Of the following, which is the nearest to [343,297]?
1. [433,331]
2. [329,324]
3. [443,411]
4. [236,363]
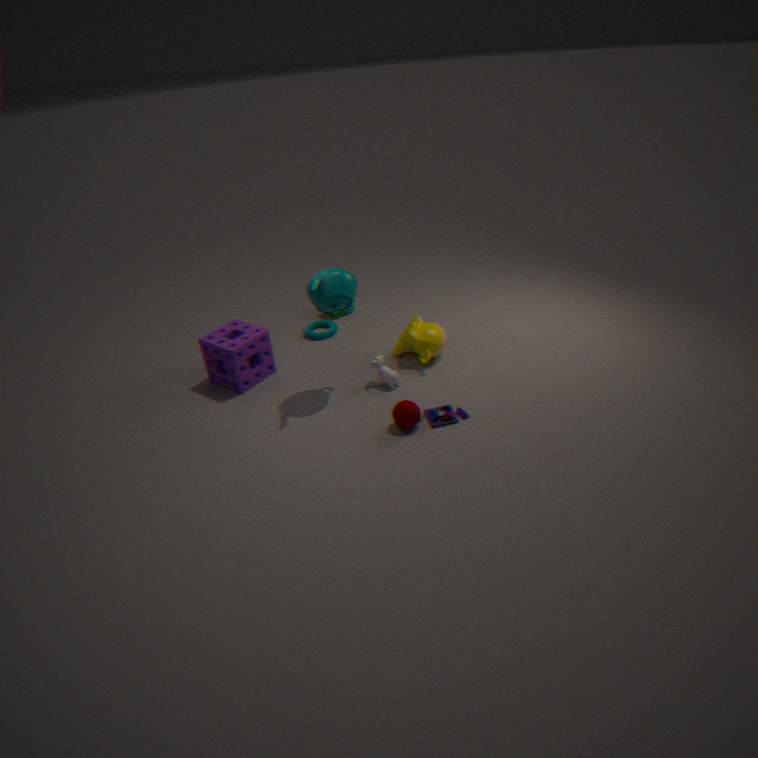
[433,331]
